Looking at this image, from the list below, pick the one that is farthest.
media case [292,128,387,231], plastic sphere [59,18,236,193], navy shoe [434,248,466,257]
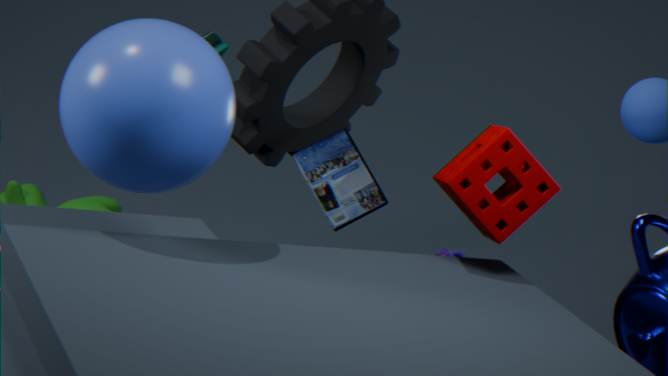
navy shoe [434,248,466,257]
